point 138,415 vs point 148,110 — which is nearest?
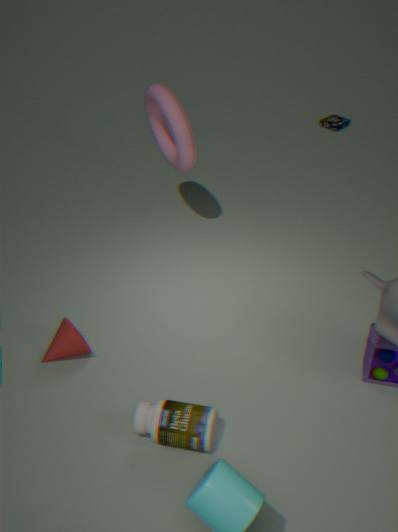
point 138,415
